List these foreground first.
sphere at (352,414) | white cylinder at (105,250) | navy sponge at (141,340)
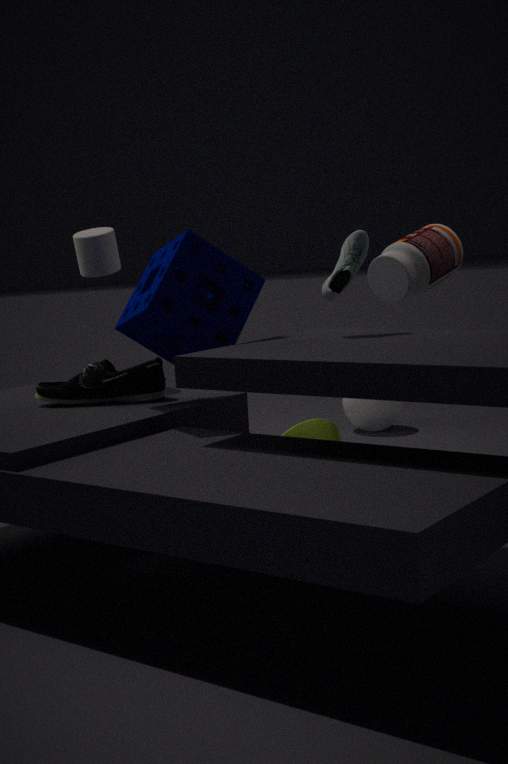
navy sponge at (141,340)
white cylinder at (105,250)
sphere at (352,414)
